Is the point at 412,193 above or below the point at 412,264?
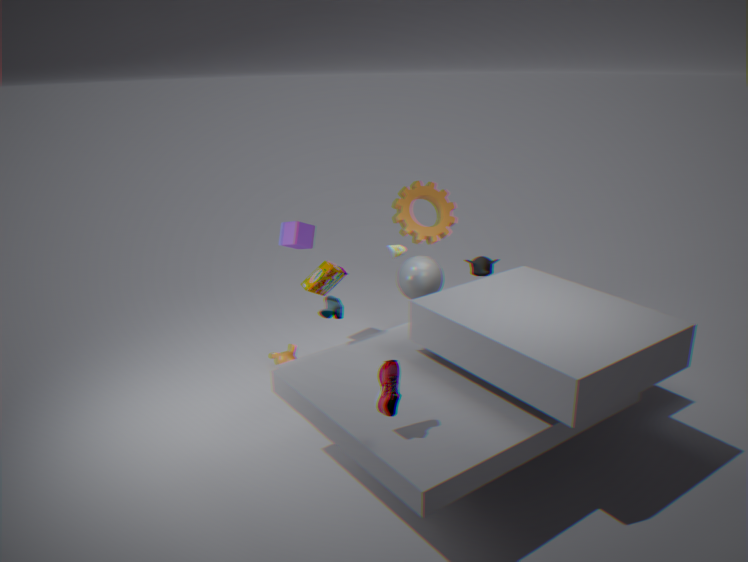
above
